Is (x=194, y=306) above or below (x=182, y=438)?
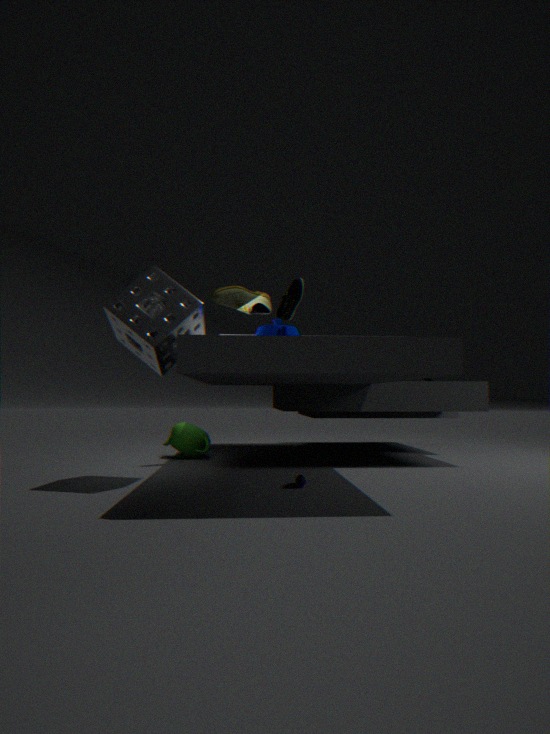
above
